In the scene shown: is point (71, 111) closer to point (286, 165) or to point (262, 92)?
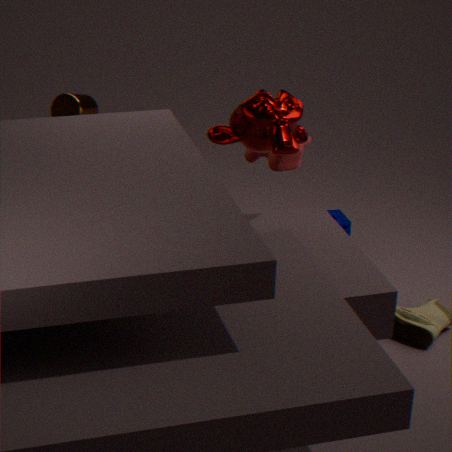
point (286, 165)
